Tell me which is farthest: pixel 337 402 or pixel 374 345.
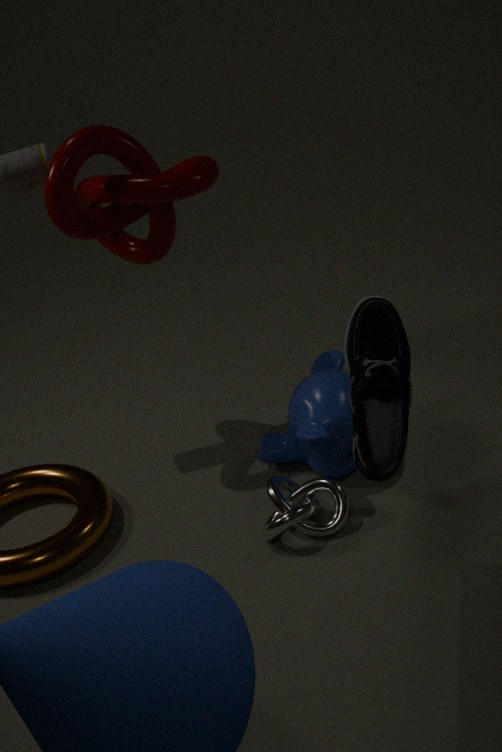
pixel 337 402
